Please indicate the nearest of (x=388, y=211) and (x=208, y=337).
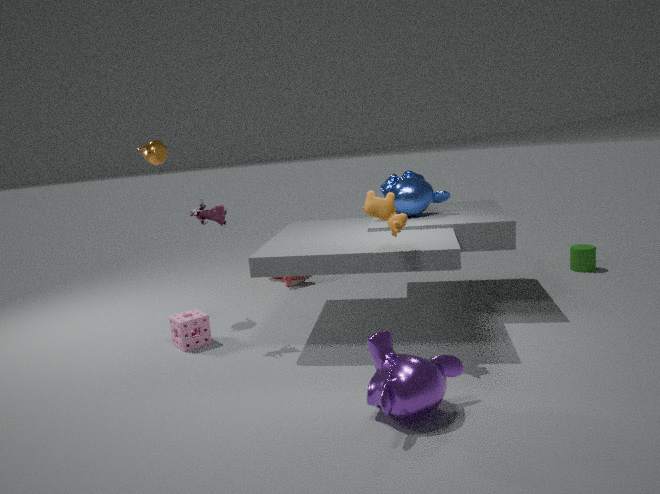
(x=388, y=211)
